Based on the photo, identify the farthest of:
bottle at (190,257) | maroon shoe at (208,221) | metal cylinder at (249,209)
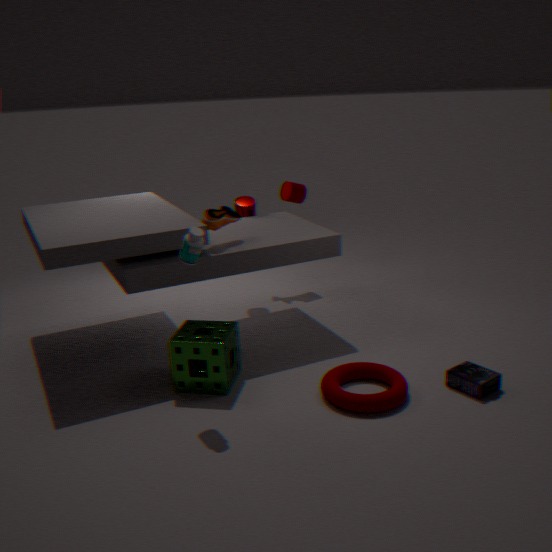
metal cylinder at (249,209)
